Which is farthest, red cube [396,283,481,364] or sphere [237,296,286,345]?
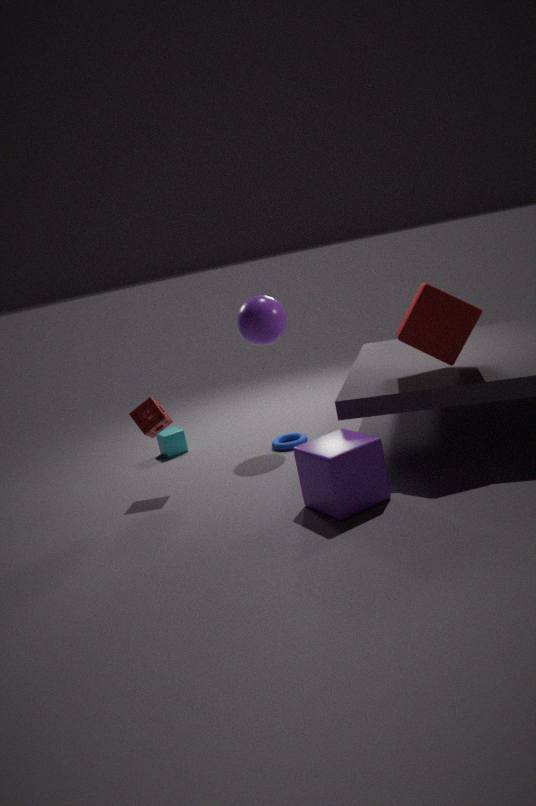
sphere [237,296,286,345]
